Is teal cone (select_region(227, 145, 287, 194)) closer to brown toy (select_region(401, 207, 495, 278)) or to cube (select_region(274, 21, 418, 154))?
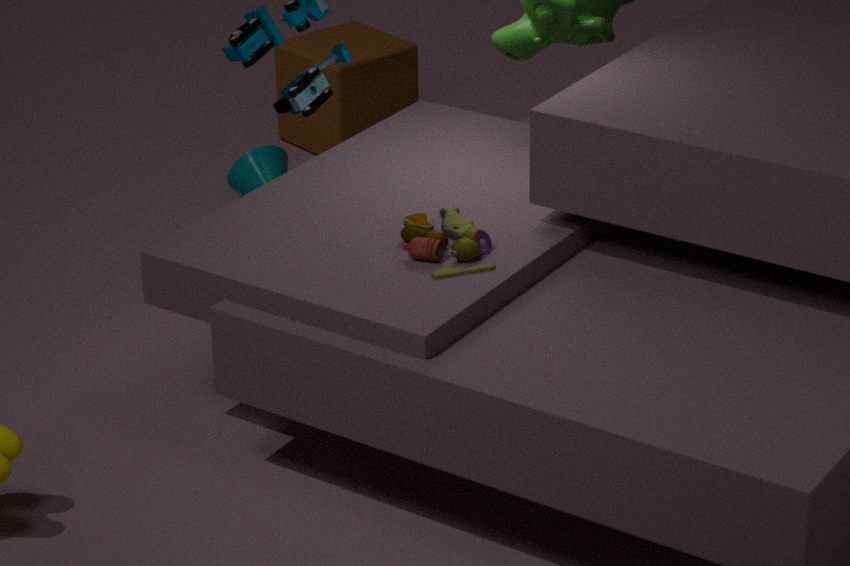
cube (select_region(274, 21, 418, 154))
